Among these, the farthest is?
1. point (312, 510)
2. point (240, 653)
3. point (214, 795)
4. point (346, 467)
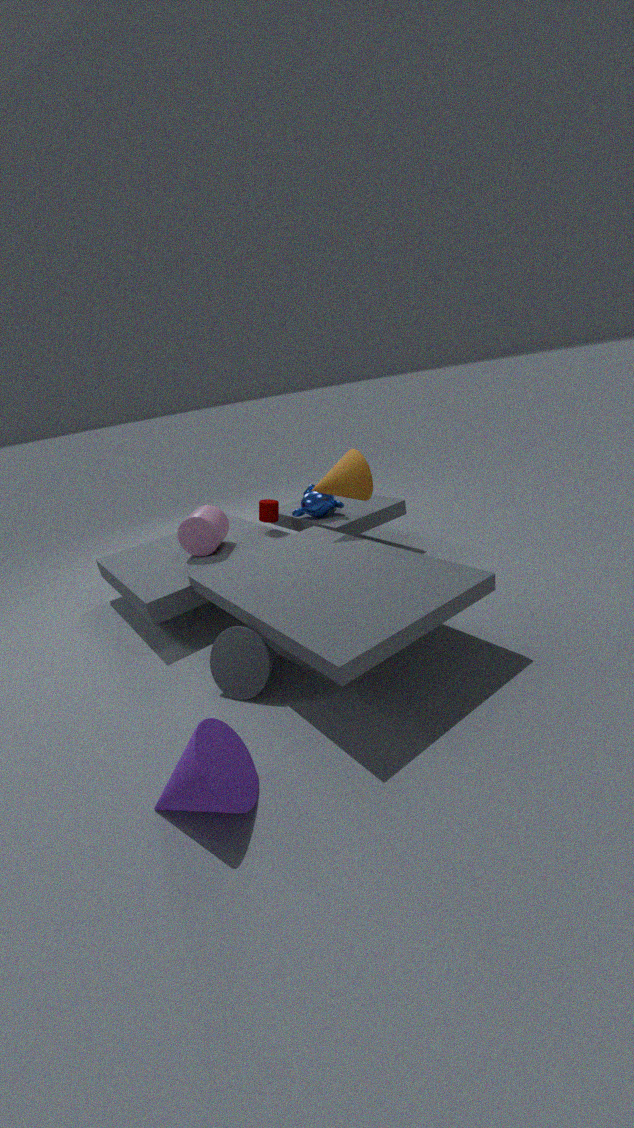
point (312, 510)
